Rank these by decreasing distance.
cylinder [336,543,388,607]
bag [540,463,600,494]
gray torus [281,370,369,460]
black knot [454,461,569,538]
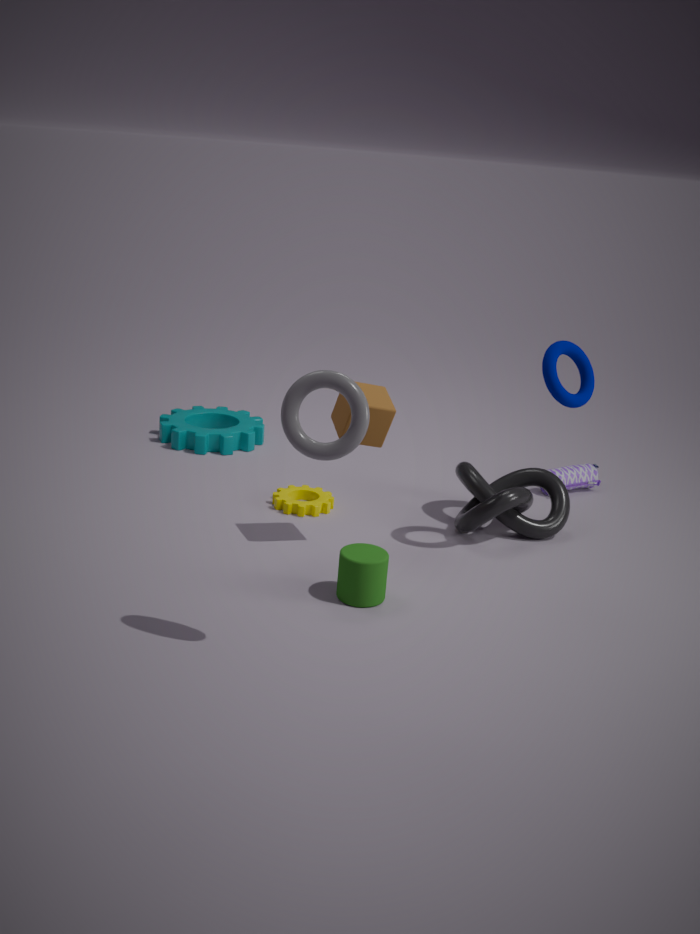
bag [540,463,600,494] < black knot [454,461,569,538] < cylinder [336,543,388,607] < gray torus [281,370,369,460]
